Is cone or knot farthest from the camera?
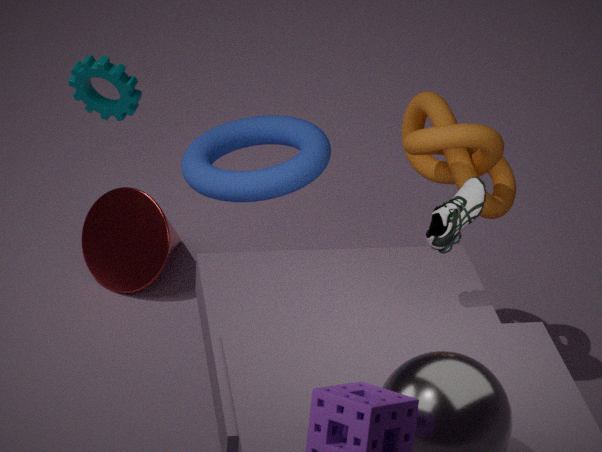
cone
